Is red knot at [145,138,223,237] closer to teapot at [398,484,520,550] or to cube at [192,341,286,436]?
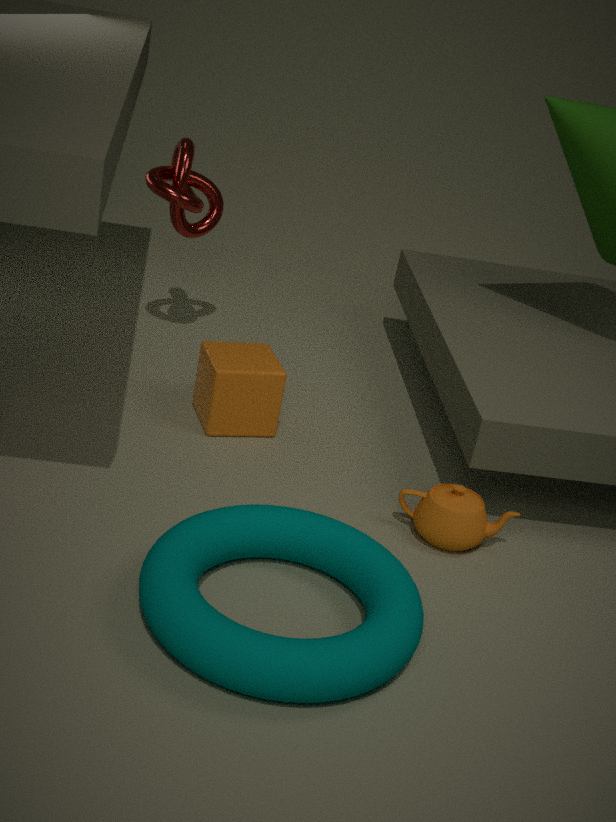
cube at [192,341,286,436]
